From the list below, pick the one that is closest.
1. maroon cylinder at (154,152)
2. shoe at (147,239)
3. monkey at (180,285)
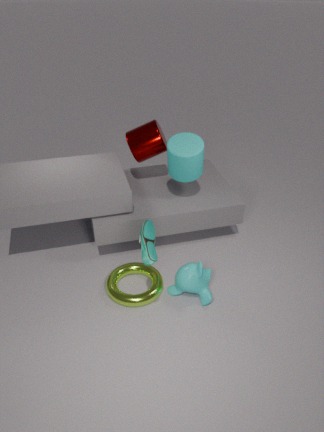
shoe at (147,239)
